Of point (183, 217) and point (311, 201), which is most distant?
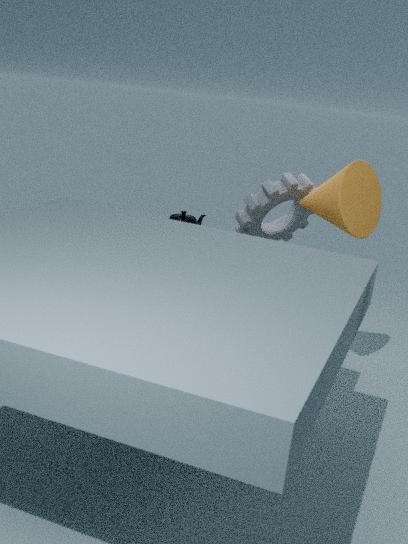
point (183, 217)
